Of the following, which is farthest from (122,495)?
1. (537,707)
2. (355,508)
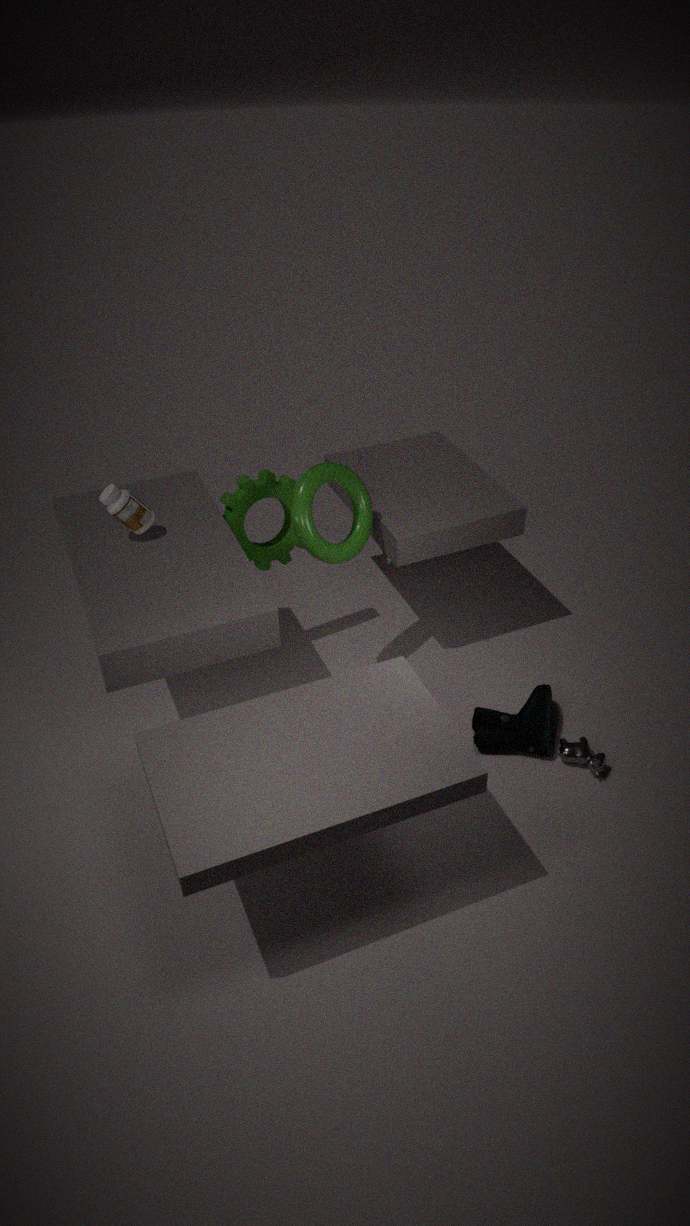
(537,707)
